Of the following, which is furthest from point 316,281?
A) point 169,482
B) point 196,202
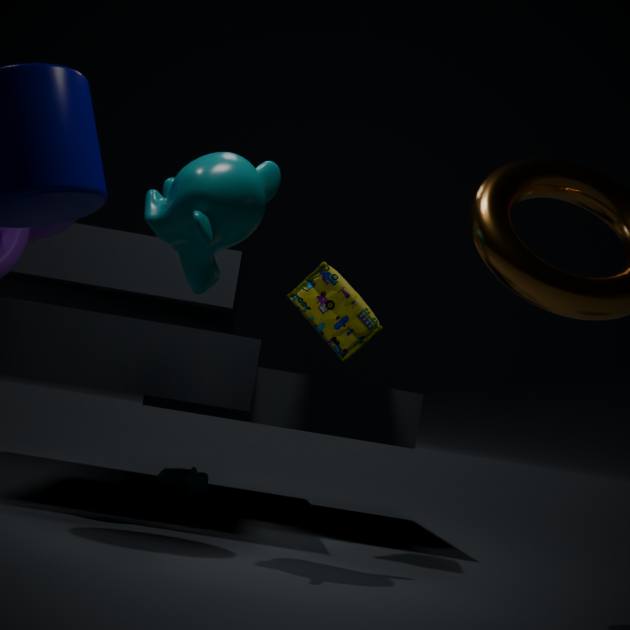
point 169,482
